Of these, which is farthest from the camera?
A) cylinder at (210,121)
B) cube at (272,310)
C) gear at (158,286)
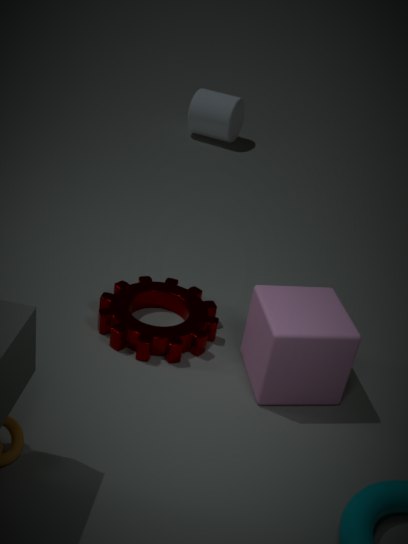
cylinder at (210,121)
